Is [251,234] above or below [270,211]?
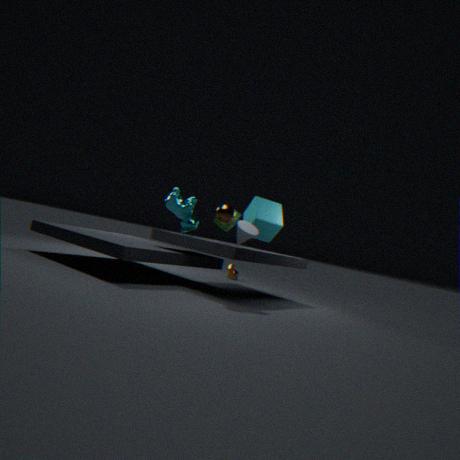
below
